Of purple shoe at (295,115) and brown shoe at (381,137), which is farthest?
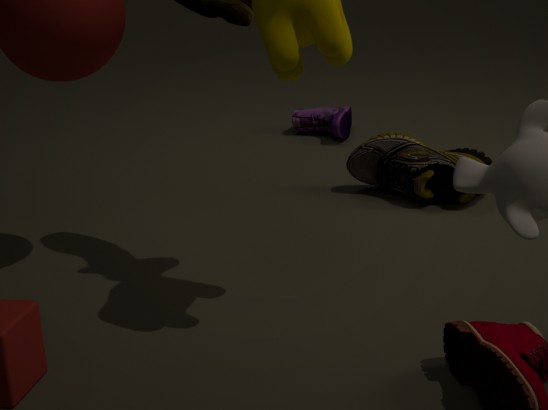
purple shoe at (295,115)
